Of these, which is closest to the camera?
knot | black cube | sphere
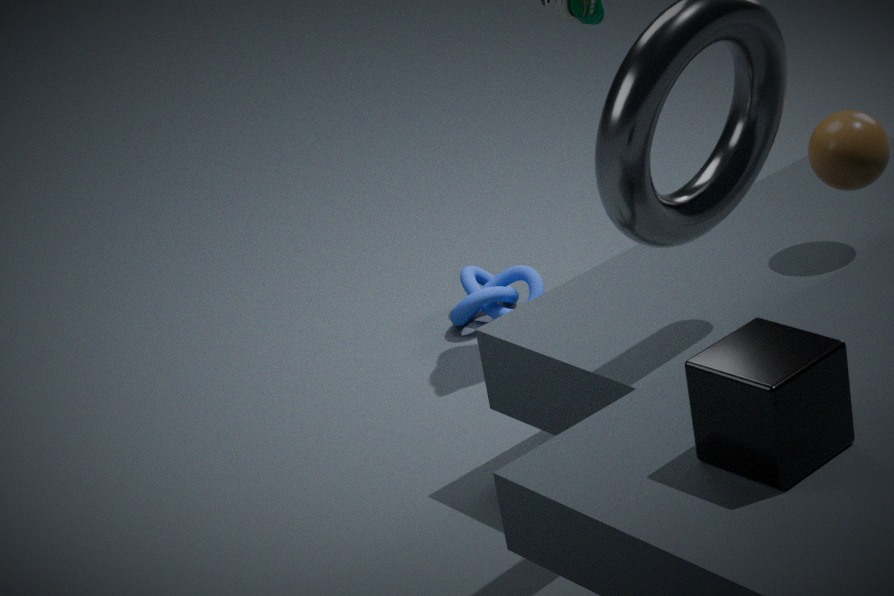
black cube
